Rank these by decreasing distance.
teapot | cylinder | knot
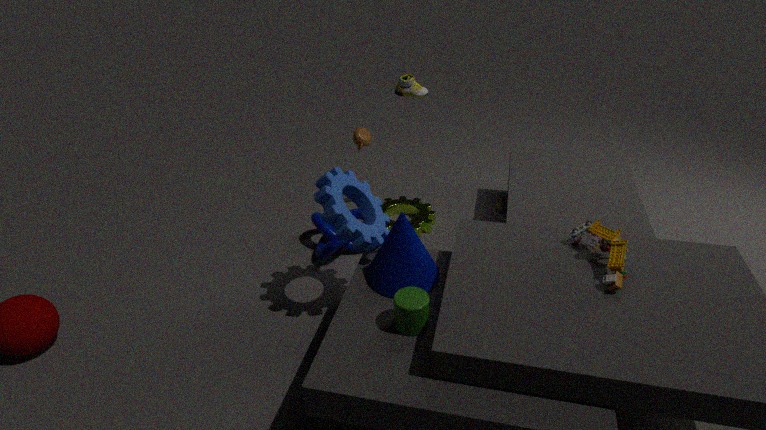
1. teapot
2. knot
3. cylinder
